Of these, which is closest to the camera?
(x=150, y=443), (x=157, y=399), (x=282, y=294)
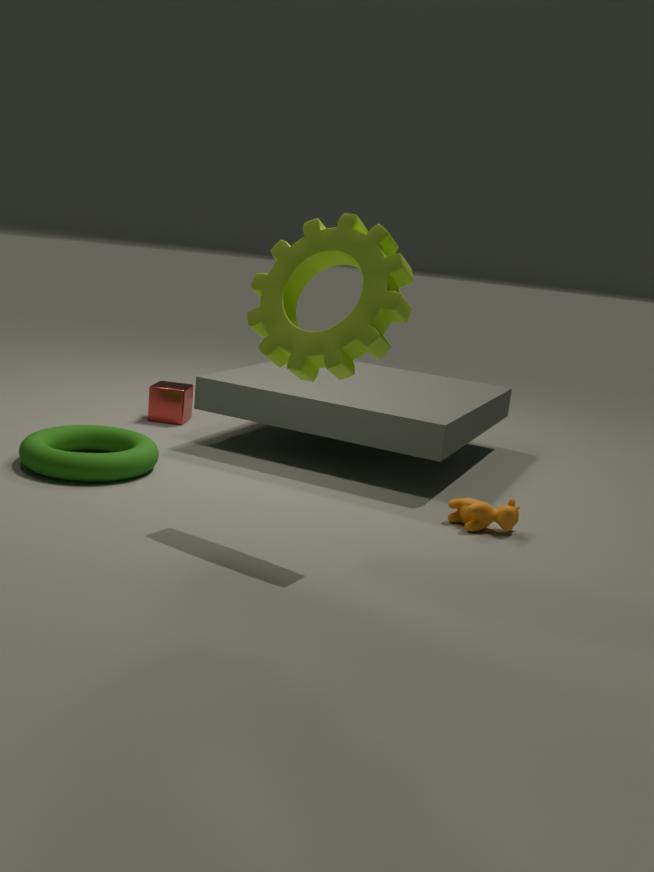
(x=282, y=294)
